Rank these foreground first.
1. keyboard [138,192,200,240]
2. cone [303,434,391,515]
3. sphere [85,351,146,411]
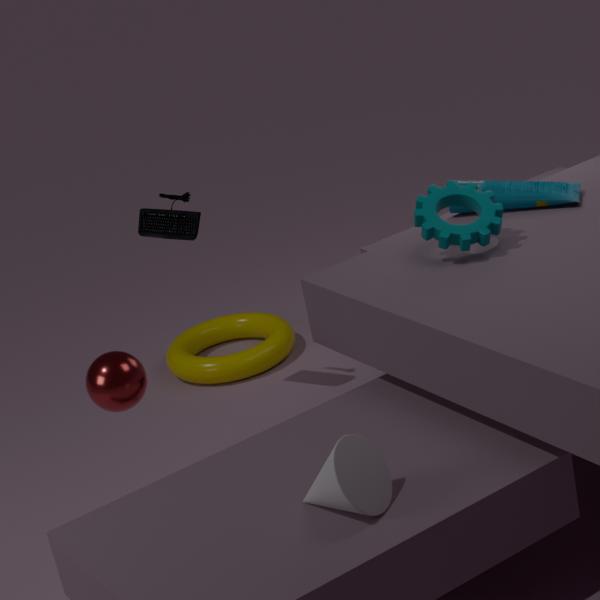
cone [303,434,391,515] < sphere [85,351,146,411] < keyboard [138,192,200,240]
